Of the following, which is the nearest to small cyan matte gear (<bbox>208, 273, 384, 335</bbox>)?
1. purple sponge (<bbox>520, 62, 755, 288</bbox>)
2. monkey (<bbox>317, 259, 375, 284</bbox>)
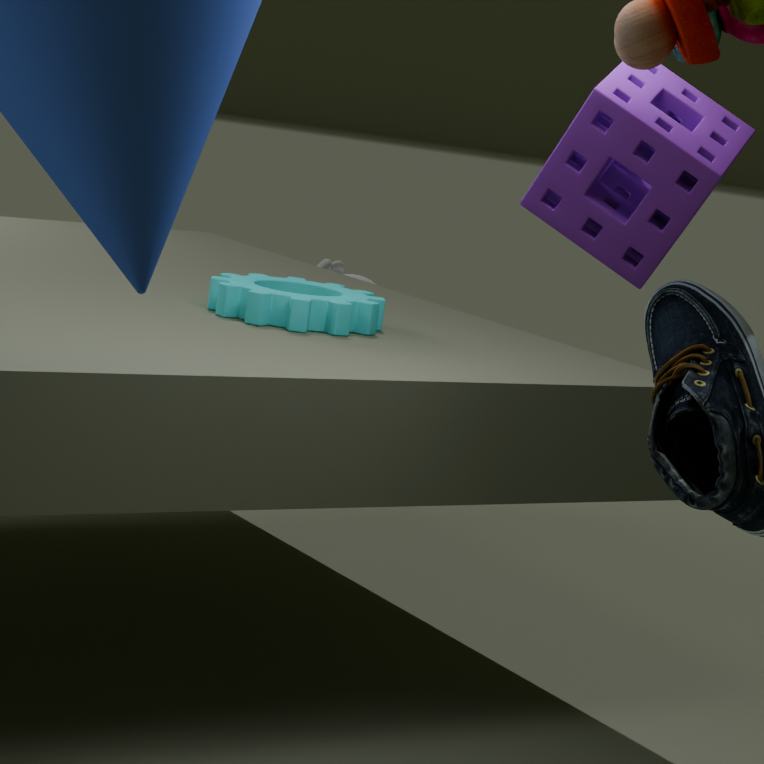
purple sponge (<bbox>520, 62, 755, 288</bbox>)
